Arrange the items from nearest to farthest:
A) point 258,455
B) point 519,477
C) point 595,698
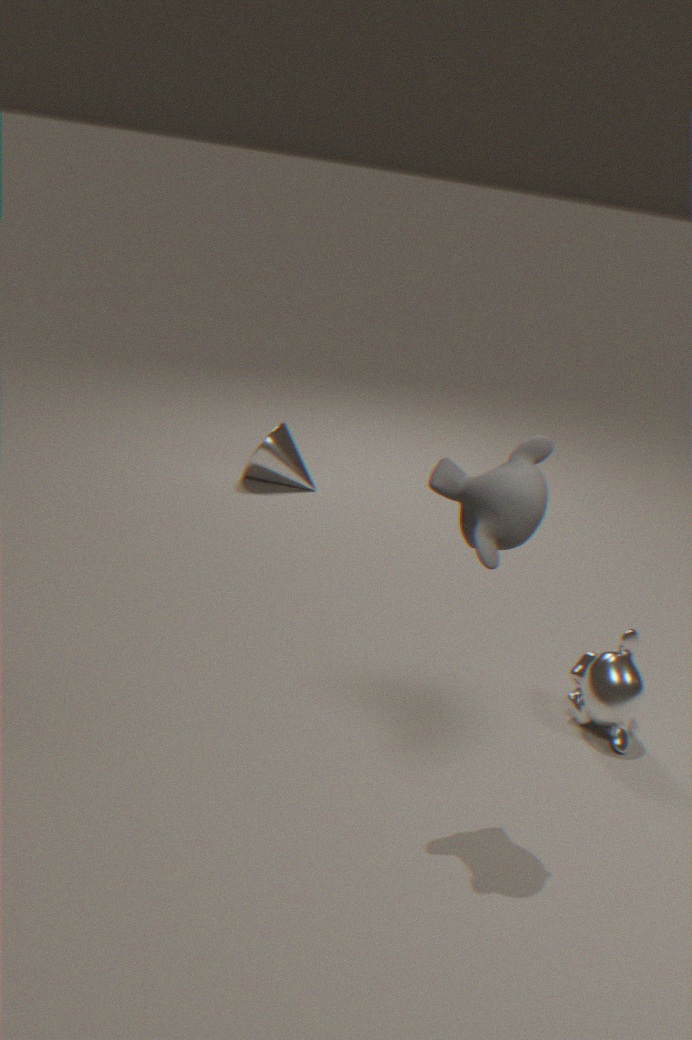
point 519,477, point 595,698, point 258,455
